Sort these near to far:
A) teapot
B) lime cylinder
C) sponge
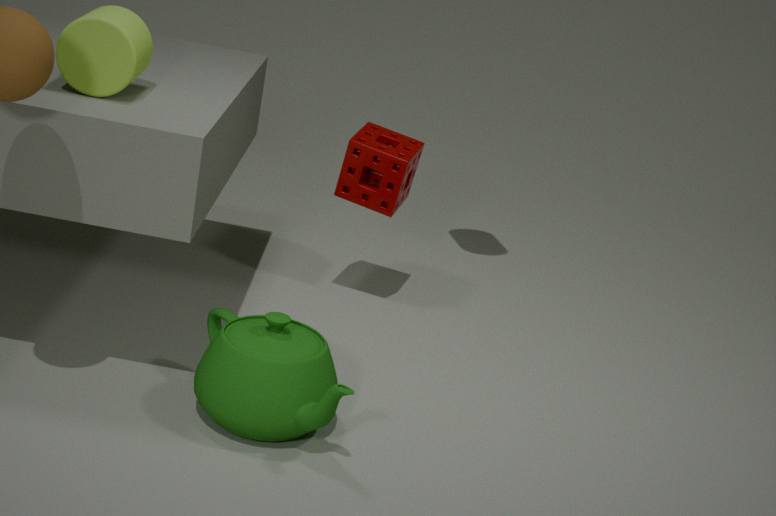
teapot < lime cylinder < sponge
